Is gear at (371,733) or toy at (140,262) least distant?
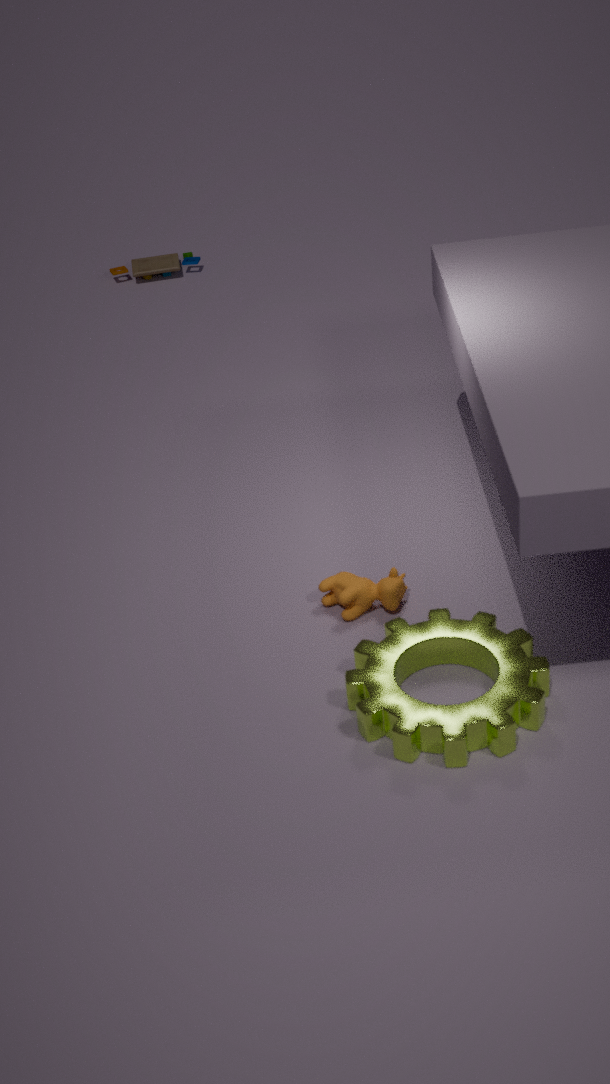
gear at (371,733)
